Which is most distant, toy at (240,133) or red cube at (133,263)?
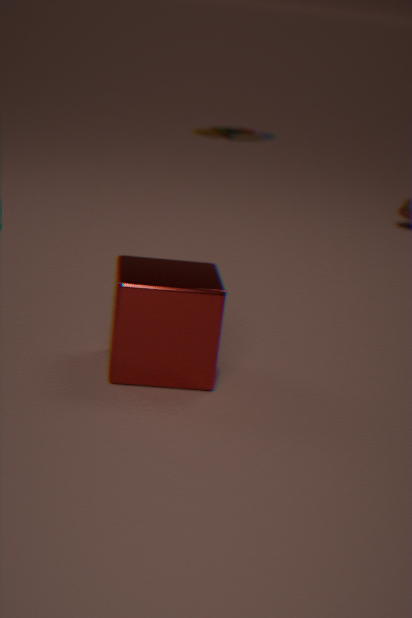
toy at (240,133)
